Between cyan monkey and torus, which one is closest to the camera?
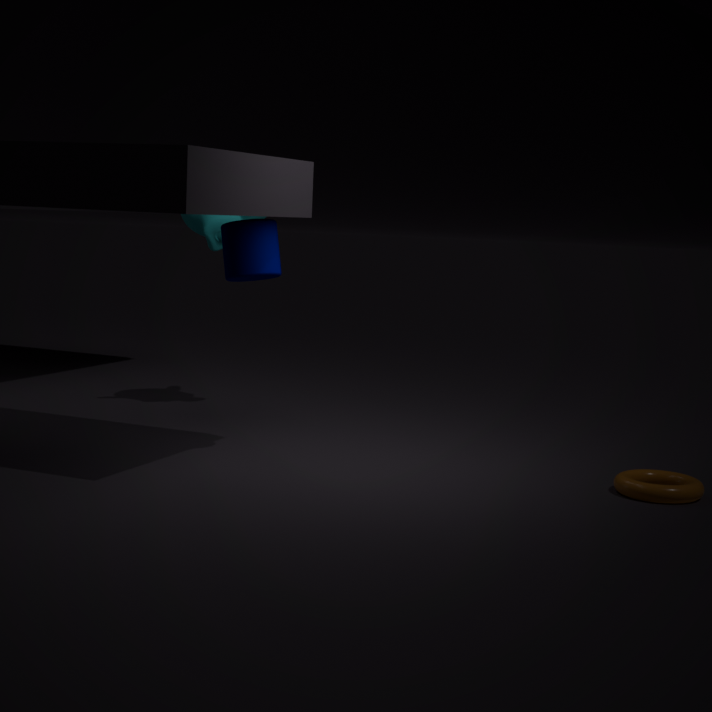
torus
